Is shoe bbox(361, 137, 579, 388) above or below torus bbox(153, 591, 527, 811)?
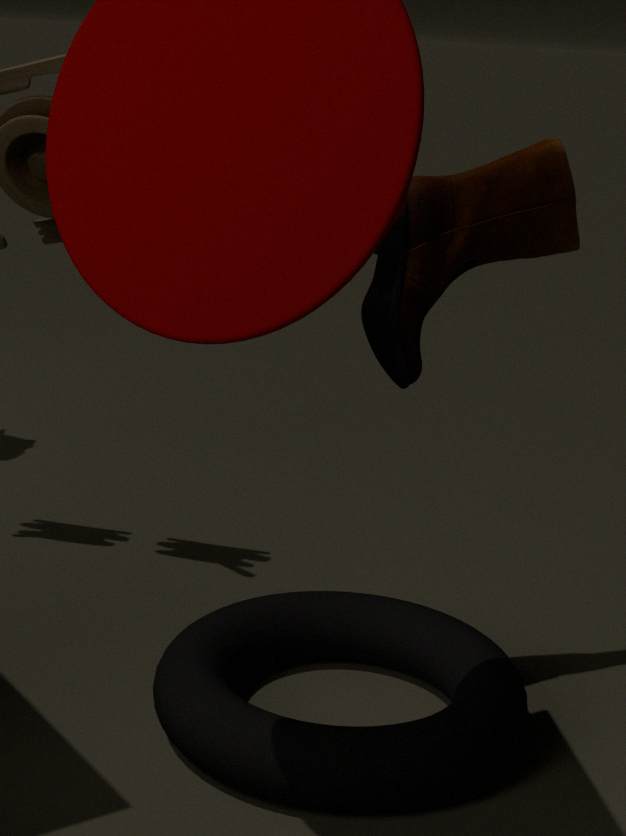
above
